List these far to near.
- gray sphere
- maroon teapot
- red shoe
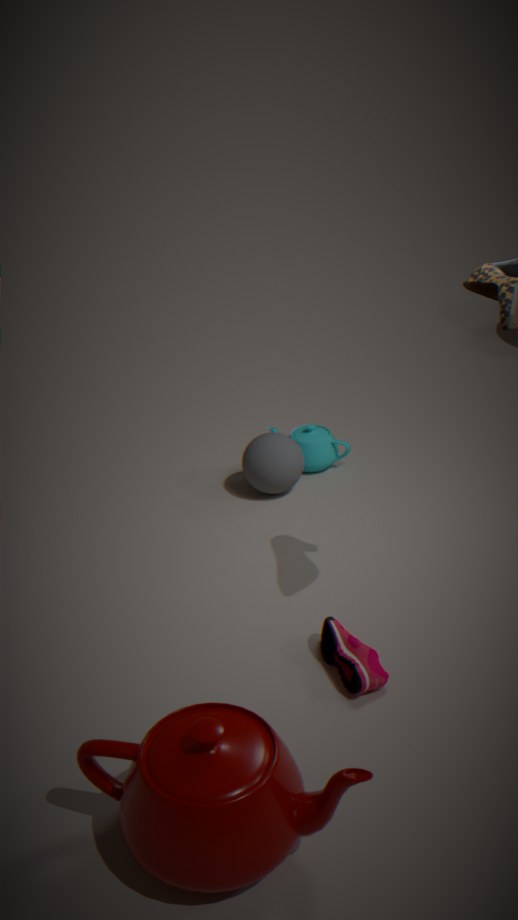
gray sphere, red shoe, maroon teapot
